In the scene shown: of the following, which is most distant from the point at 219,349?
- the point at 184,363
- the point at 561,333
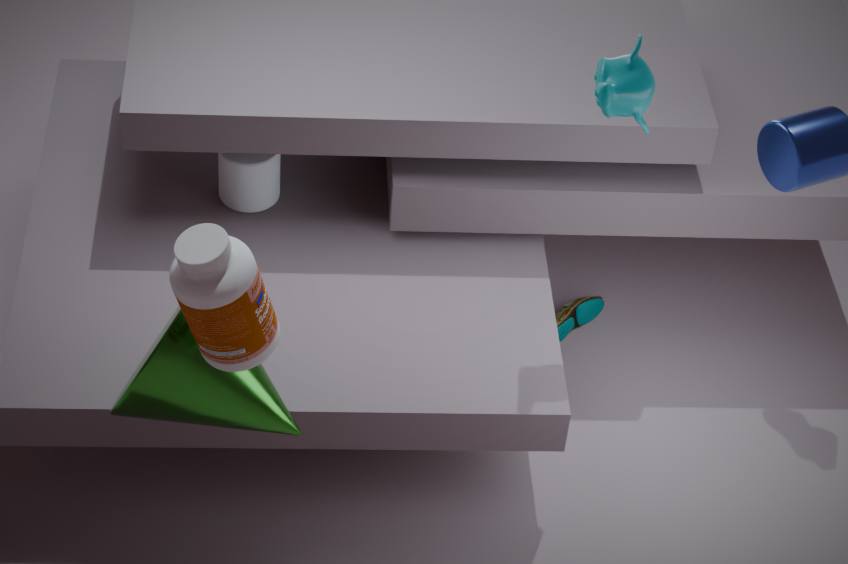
the point at 561,333
